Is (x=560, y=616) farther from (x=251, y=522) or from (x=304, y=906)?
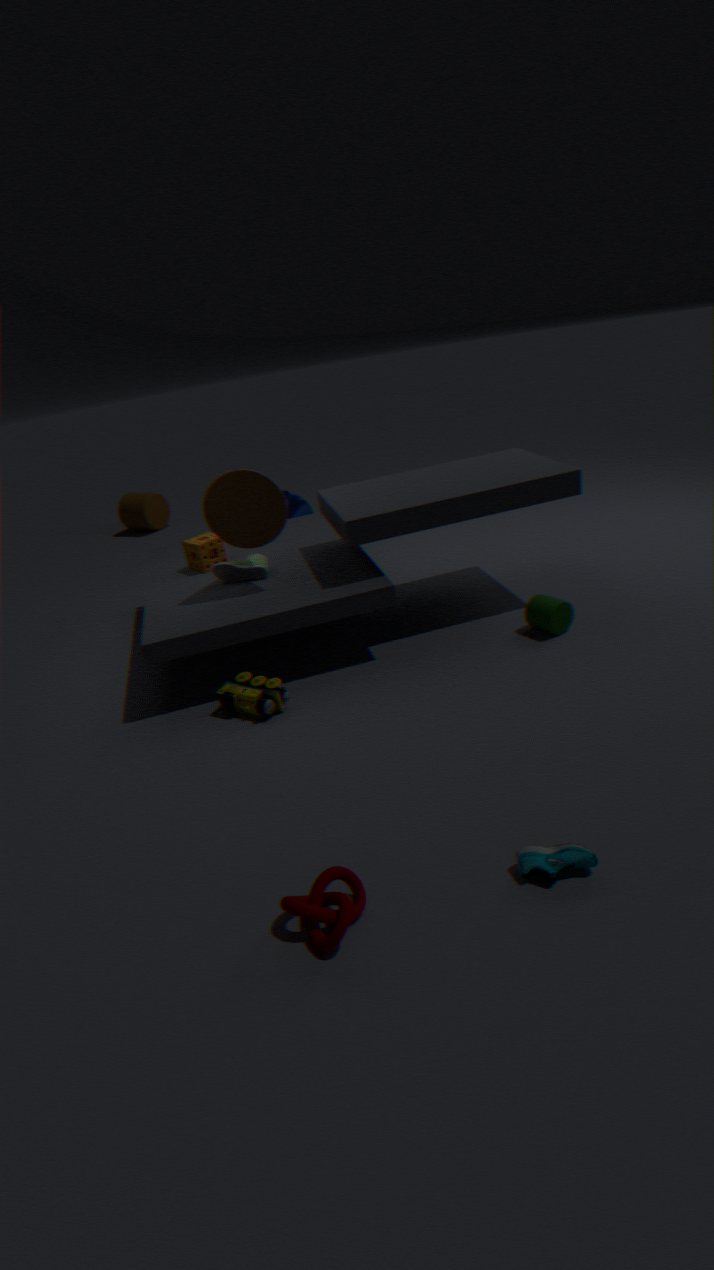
(x=304, y=906)
